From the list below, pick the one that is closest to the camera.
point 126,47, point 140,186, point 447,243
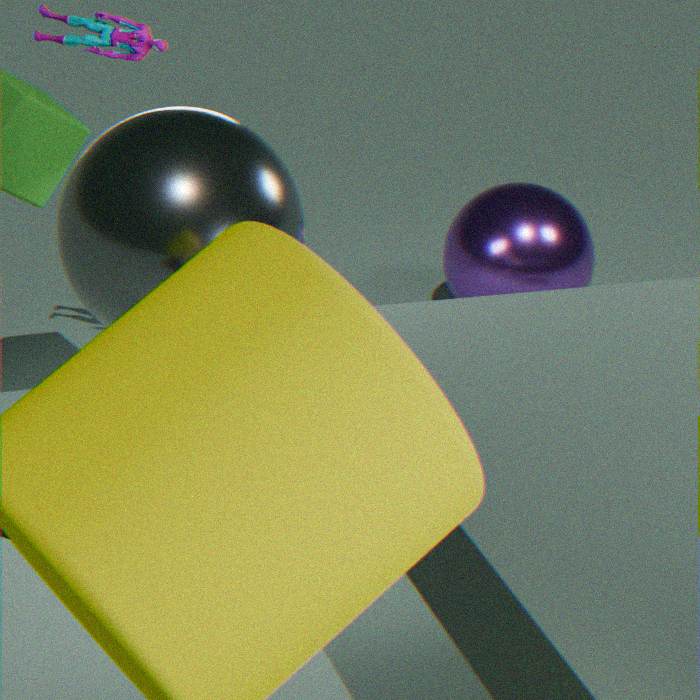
point 140,186
